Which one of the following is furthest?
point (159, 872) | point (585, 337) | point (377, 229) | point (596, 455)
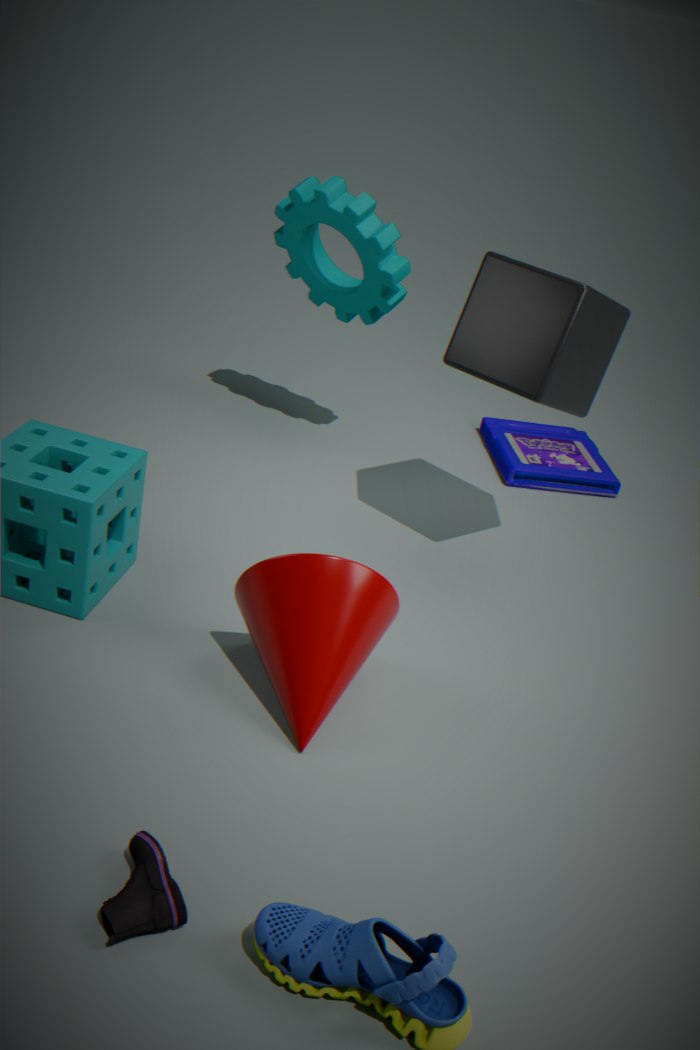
point (596, 455)
